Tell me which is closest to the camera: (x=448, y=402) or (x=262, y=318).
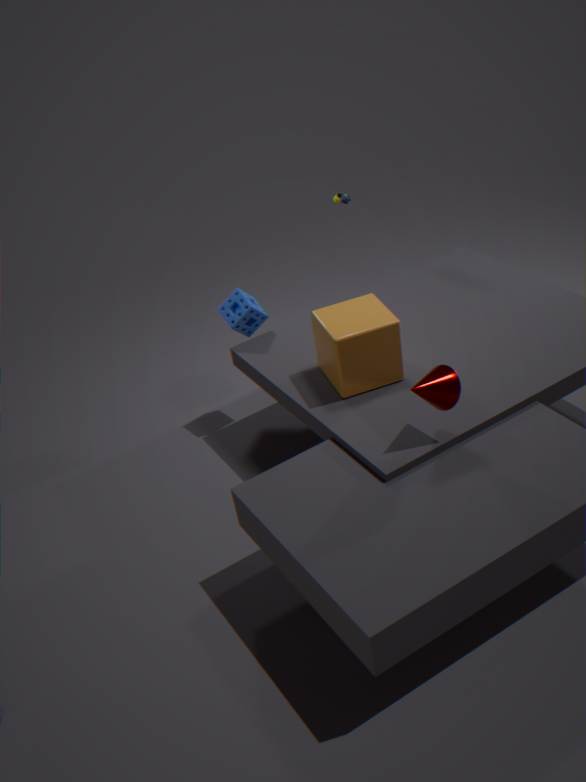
(x=448, y=402)
